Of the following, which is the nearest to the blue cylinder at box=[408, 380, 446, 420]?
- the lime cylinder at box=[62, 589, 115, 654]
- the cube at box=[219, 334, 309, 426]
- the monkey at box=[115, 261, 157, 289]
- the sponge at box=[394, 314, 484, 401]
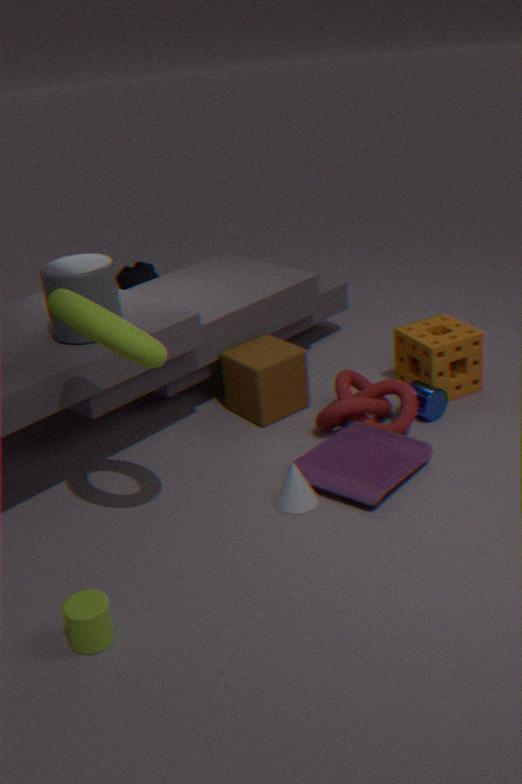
the sponge at box=[394, 314, 484, 401]
